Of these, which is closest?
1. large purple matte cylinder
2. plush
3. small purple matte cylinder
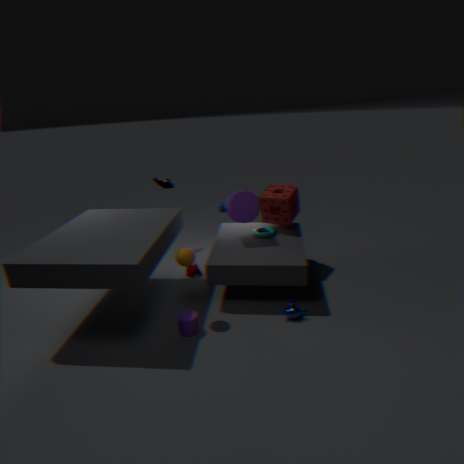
small purple matte cylinder
